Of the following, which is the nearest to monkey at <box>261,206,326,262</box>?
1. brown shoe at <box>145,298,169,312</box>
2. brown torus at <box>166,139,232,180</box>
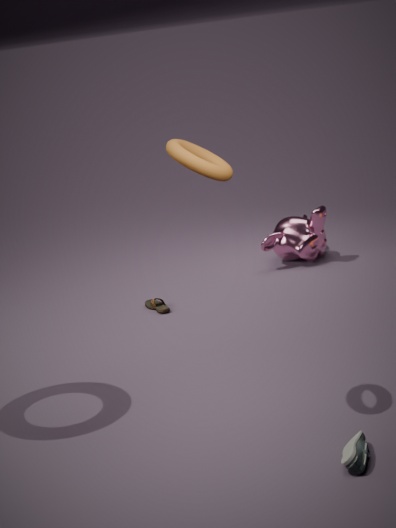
brown shoe at <box>145,298,169,312</box>
